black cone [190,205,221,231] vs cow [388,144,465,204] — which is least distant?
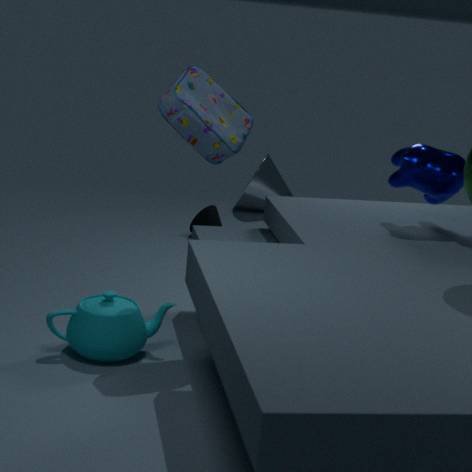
cow [388,144,465,204]
